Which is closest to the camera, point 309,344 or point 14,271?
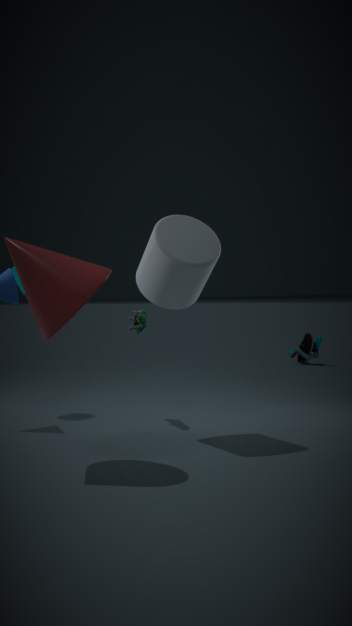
point 14,271
